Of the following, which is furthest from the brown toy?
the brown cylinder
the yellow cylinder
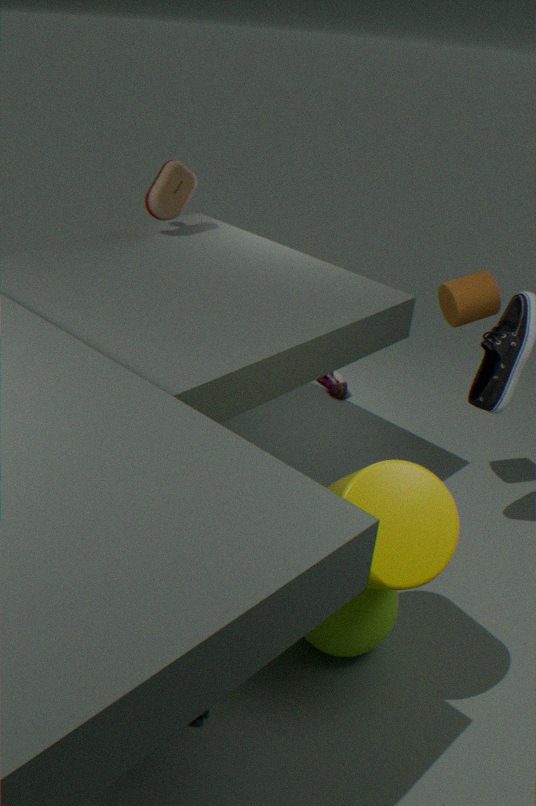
the yellow cylinder
